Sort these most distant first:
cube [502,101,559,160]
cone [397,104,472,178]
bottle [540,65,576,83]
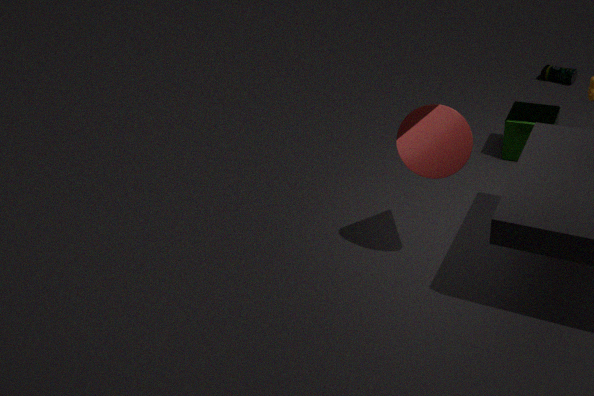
bottle [540,65,576,83] < cube [502,101,559,160] < cone [397,104,472,178]
